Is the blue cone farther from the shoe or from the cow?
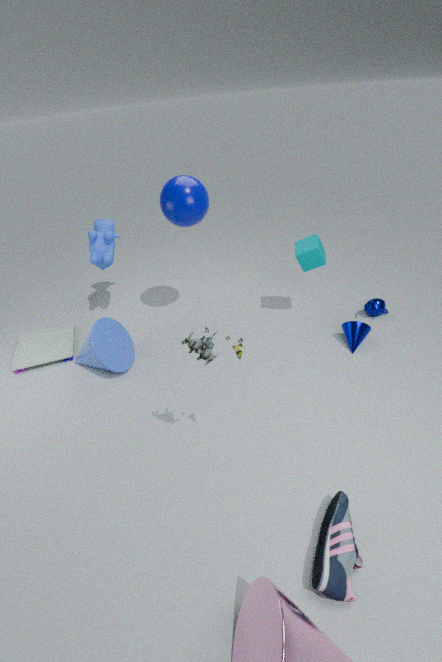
the shoe
